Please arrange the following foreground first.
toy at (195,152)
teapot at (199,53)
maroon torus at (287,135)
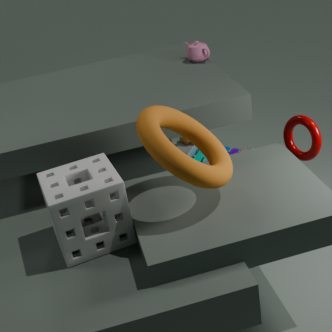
maroon torus at (287,135), teapot at (199,53), toy at (195,152)
